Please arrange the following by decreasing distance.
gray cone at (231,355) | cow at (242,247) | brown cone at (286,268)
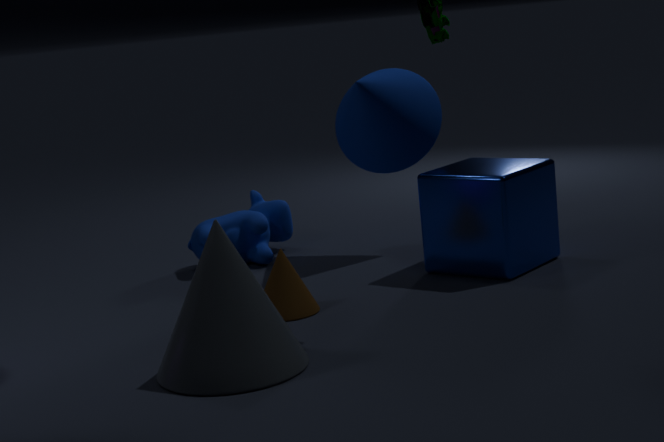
cow at (242,247), brown cone at (286,268), gray cone at (231,355)
